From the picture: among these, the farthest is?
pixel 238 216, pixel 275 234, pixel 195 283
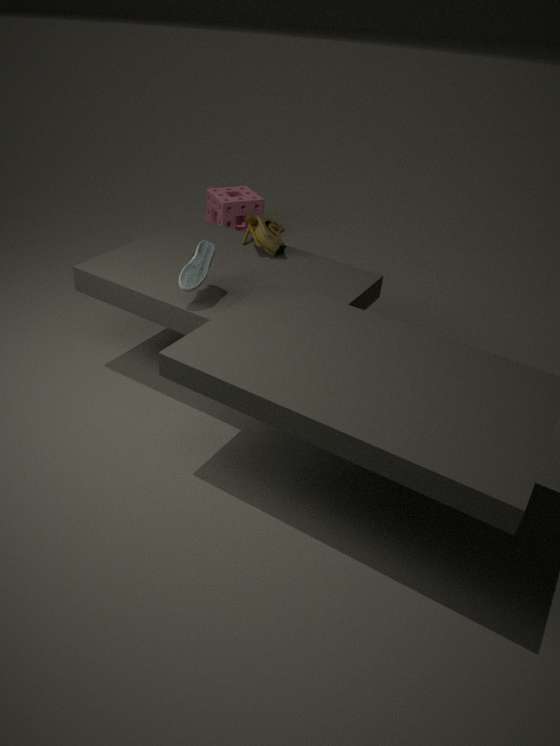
pixel 238 216
